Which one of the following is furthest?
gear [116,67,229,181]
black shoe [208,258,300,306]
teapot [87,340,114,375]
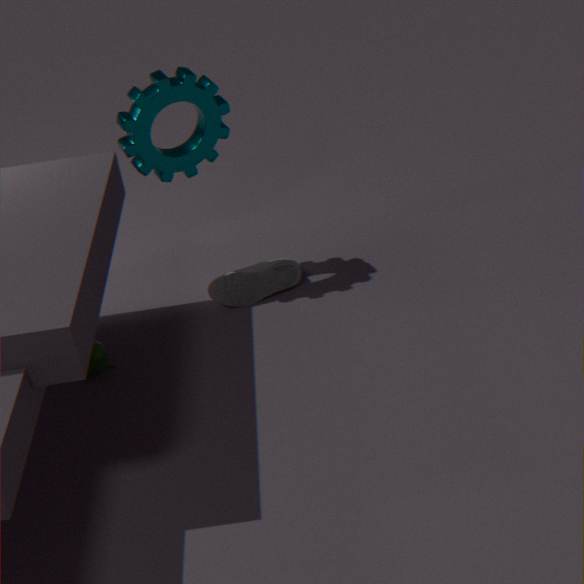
black shoe [208,258,300,306]
